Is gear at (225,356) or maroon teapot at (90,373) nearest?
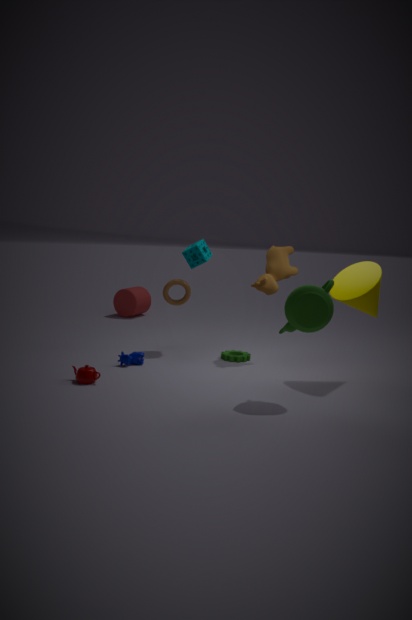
maroon teapot at (90,373)
